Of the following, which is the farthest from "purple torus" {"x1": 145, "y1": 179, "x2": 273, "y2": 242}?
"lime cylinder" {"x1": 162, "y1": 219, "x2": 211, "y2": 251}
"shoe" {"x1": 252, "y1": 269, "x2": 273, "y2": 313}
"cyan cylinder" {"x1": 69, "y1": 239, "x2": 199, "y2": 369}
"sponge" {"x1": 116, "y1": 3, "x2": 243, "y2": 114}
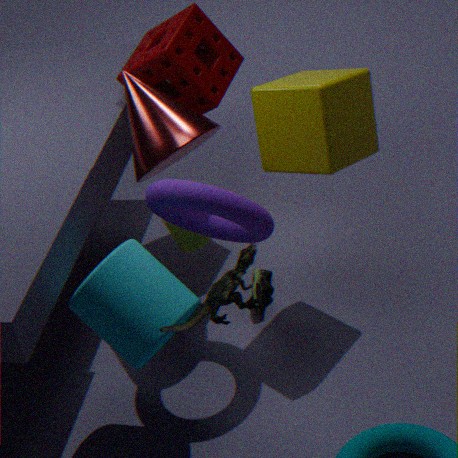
"sponge" {"x1": 116, "y1": 3, "x2": 243, "y2": 114}
